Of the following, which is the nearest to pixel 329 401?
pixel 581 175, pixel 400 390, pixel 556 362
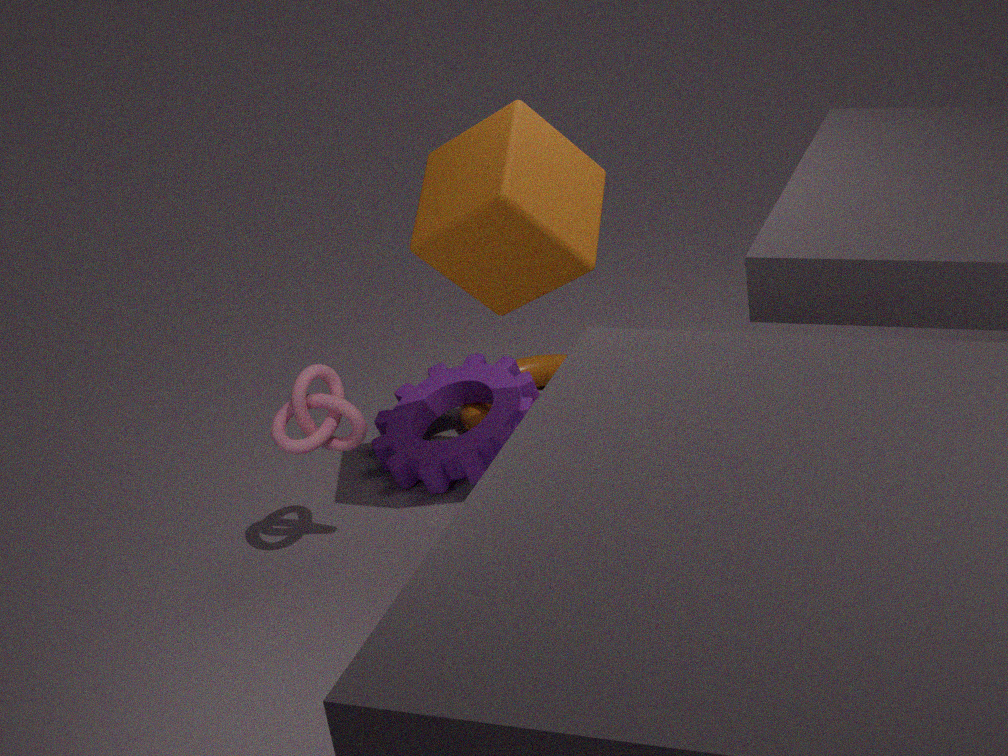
pixel 400 390
